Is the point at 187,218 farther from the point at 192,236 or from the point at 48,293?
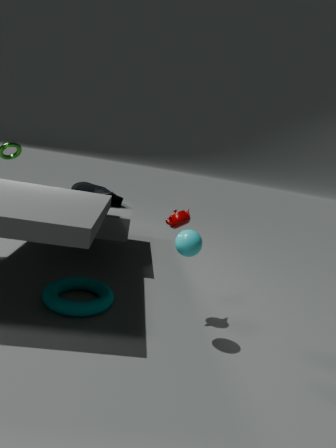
the point at 48,293
